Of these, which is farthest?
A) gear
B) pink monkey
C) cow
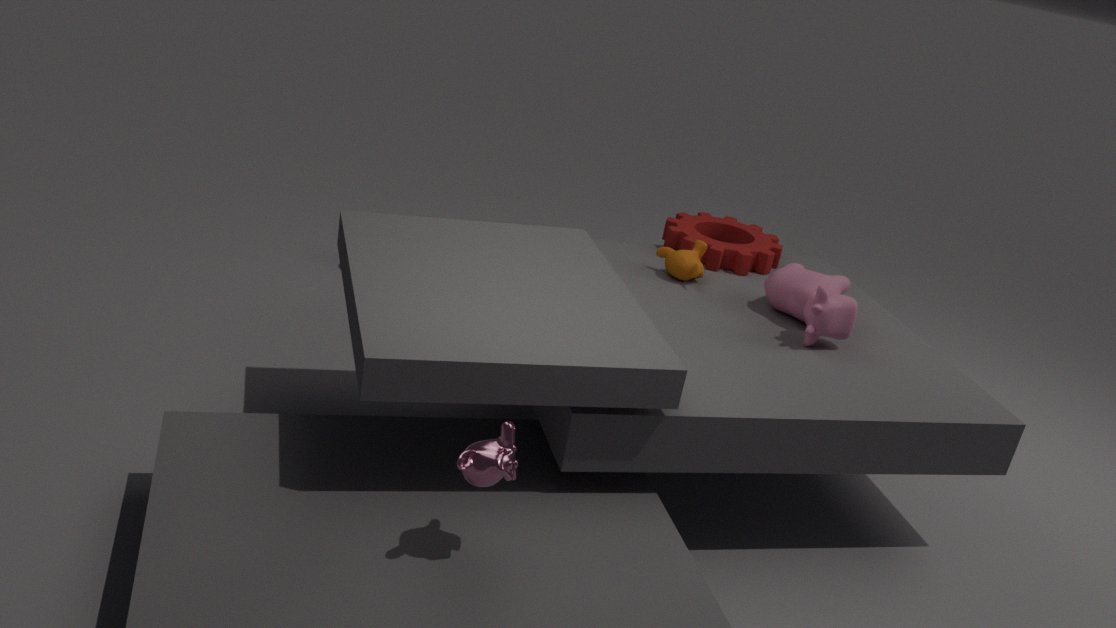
gear
